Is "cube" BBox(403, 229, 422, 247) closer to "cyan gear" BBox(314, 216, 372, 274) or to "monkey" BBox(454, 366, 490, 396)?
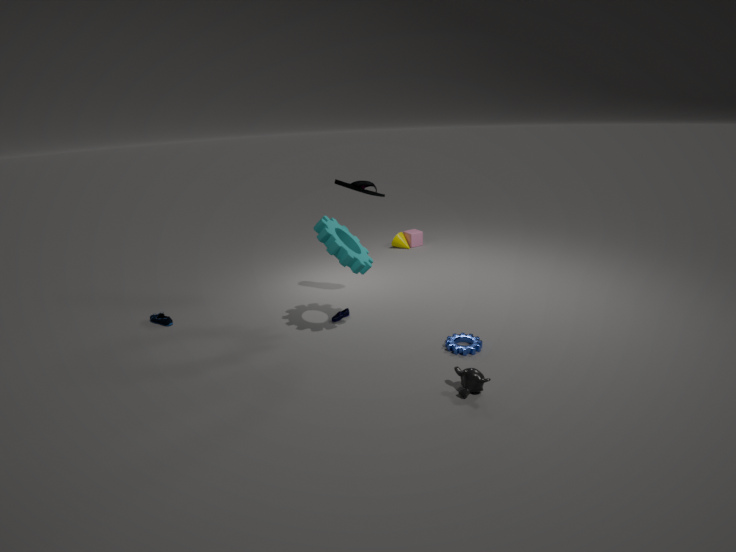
"cyan gear" BBox(314, 216, 372, 274)
